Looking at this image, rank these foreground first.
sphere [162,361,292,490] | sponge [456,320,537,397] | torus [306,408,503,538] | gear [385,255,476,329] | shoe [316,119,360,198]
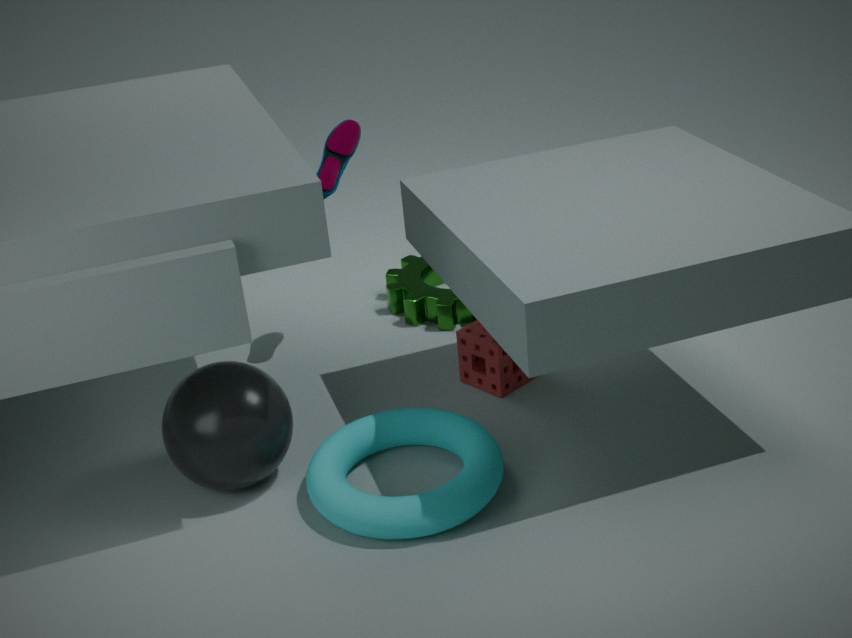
torus [306,408,503,538]
sphere [162,361,292,490]
sponge [456,320,537,397]
shoe [316,119,360,198]
gear [385,255,476,329]
